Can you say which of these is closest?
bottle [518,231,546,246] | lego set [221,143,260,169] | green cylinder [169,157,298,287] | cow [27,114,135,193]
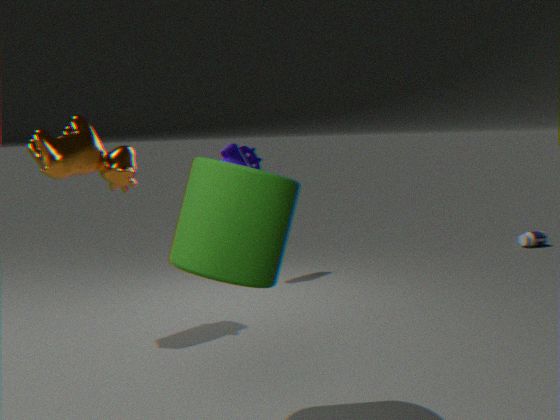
green cylinder [169,157,298,287]
